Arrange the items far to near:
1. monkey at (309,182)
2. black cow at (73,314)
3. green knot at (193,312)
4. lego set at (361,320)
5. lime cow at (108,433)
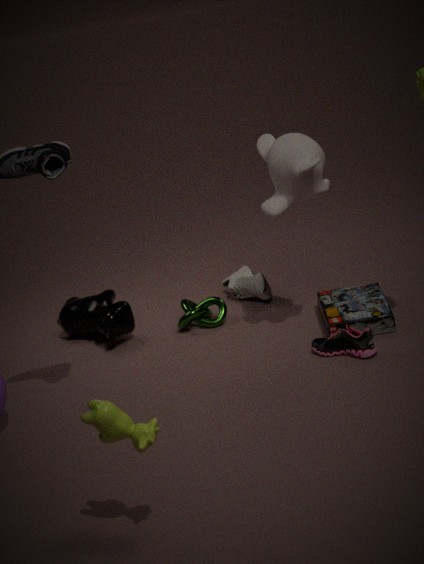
green knot at (193,312)
black cow at (73,314)
lego set at (361,320)
monkey at (309,182)
lime cow at (108,433)
